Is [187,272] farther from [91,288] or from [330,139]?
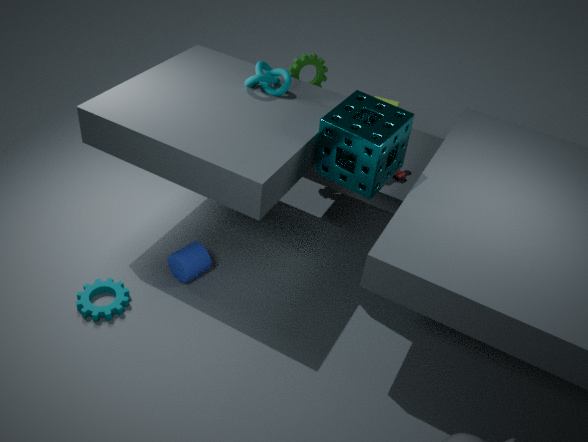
[330,139]
